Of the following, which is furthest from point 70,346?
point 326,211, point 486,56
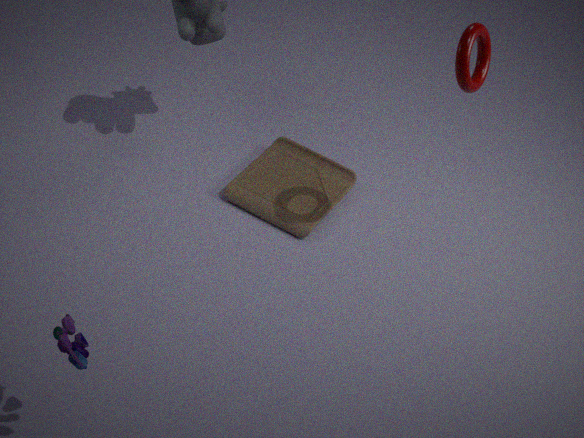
point 486,56
